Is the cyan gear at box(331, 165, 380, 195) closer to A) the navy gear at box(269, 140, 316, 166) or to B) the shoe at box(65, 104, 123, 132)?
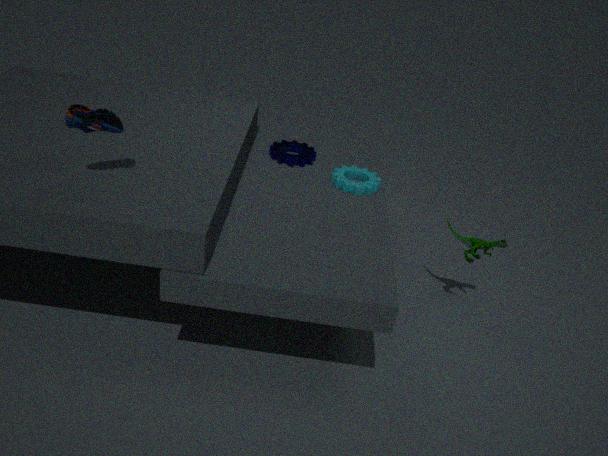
A) the navy gear at box(269, 140, 316, 166)
